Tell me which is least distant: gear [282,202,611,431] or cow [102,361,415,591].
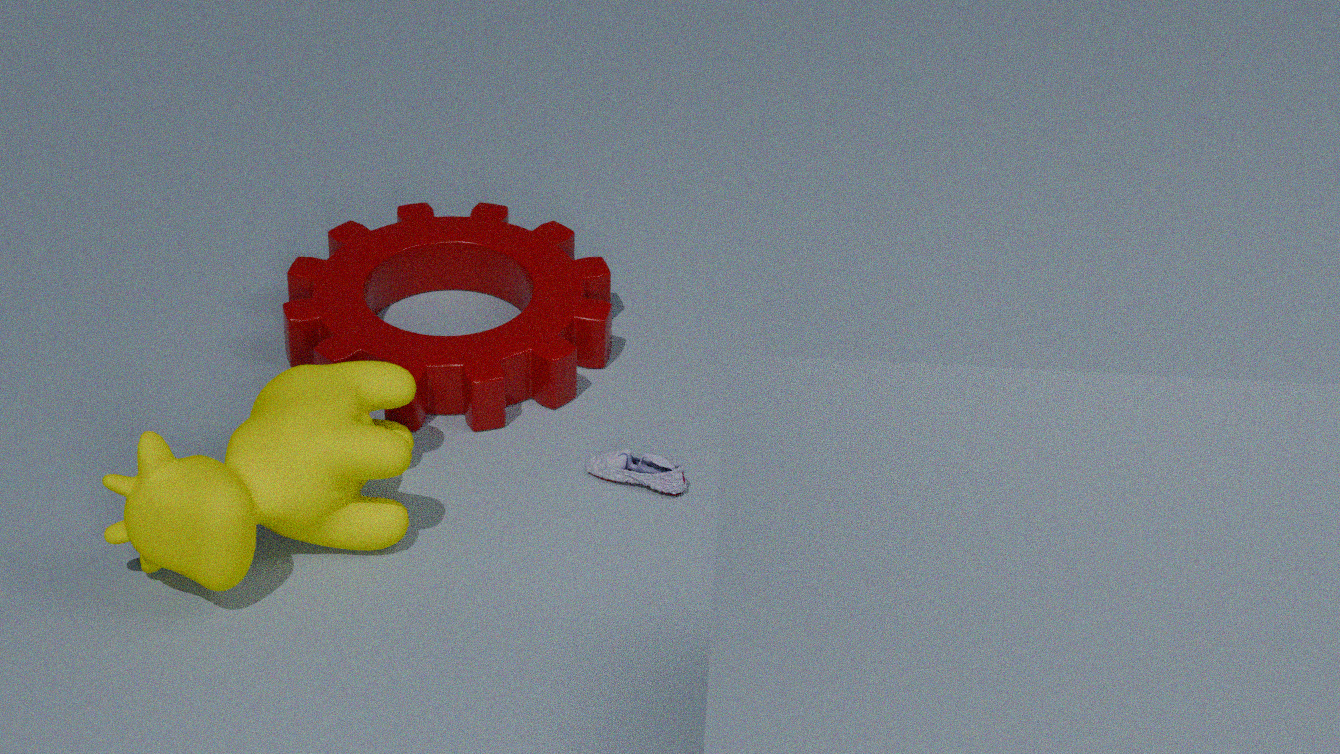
cow [102,361,415,591]
